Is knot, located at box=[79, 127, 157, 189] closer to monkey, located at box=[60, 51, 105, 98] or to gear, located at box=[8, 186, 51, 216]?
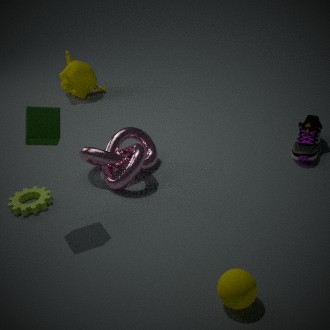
gear, located at box=[8, 186, 51, 216]
